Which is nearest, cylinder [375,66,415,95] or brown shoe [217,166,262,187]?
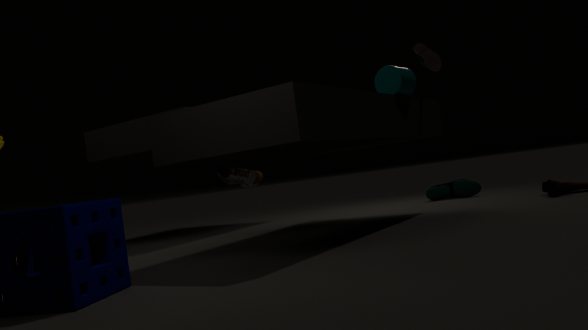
cylinder [375,66,415,95]
